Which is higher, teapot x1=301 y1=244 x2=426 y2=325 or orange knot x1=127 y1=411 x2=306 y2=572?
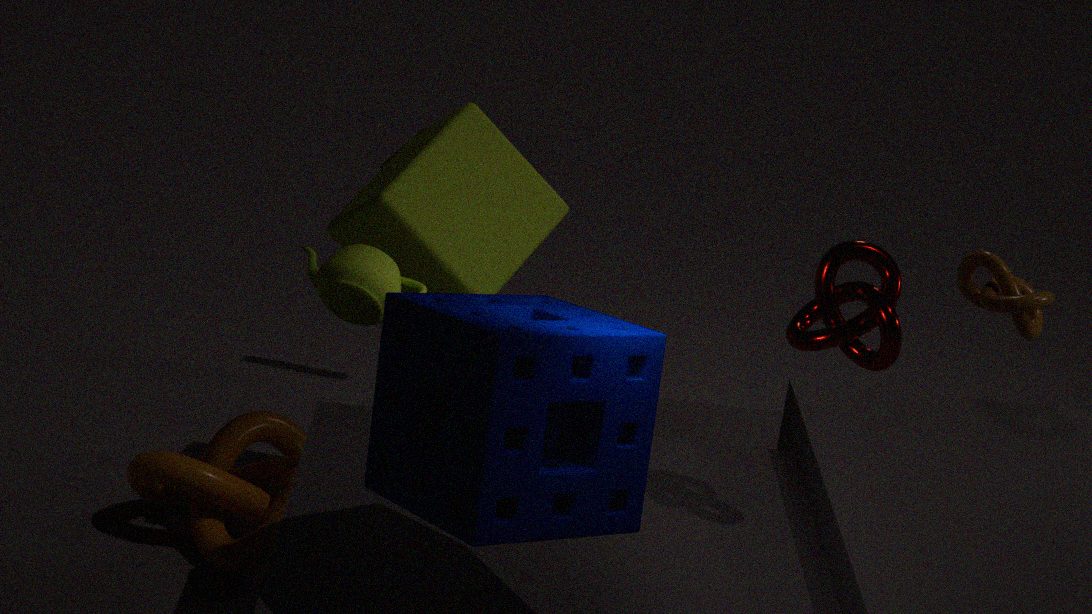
teapot x1=301 y1=244 x2=426 y2=325
